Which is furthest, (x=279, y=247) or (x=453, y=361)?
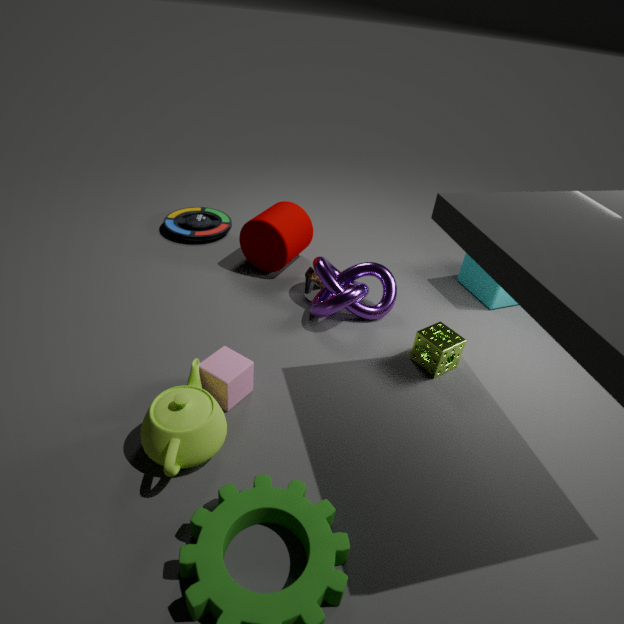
(x=279, y=247)
